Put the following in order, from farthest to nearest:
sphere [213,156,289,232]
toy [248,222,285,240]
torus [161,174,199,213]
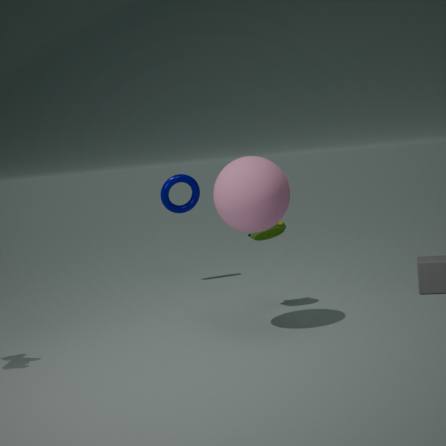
torus [161,174,199,213], toy [248,222,285,240], sphere [213,156,289,232]
